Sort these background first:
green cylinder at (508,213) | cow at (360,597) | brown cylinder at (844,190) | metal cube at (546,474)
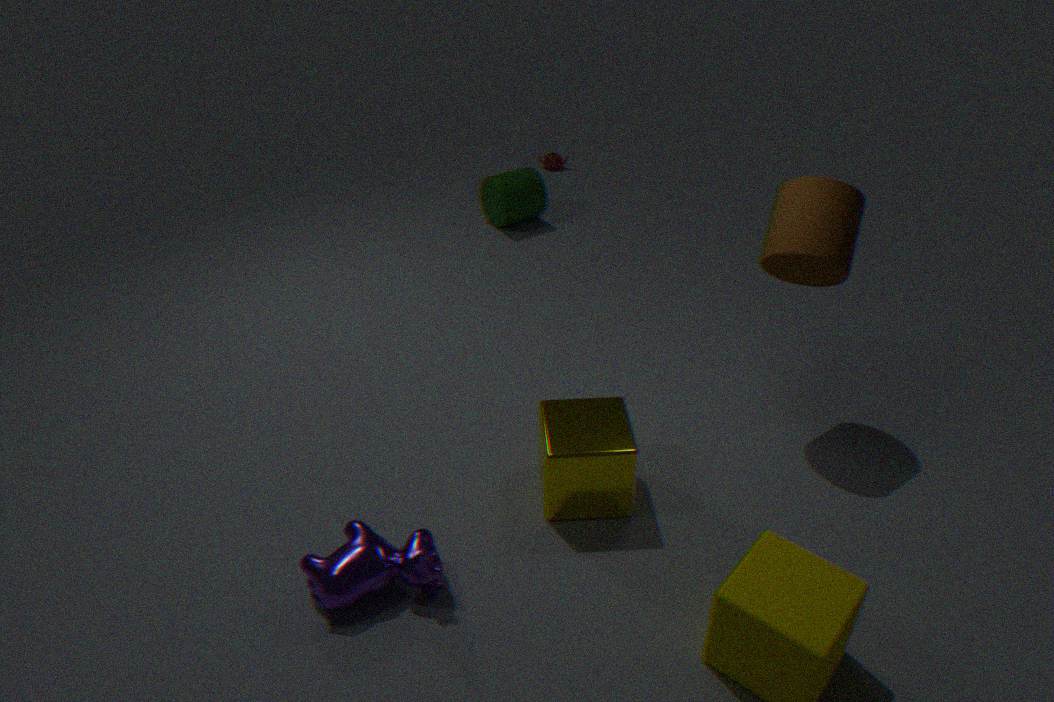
1. green cylinder at (508,213)
2. brown cylinder at (844,190)
3. metal cube at (546,474)
4. cow at (360,597)
